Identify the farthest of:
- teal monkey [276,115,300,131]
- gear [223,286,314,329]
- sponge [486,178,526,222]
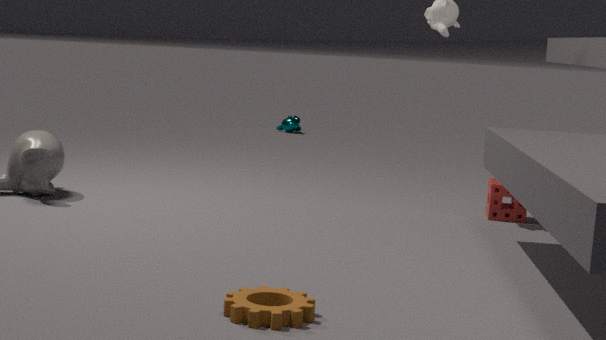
teal monkey [276,115,300,131]
